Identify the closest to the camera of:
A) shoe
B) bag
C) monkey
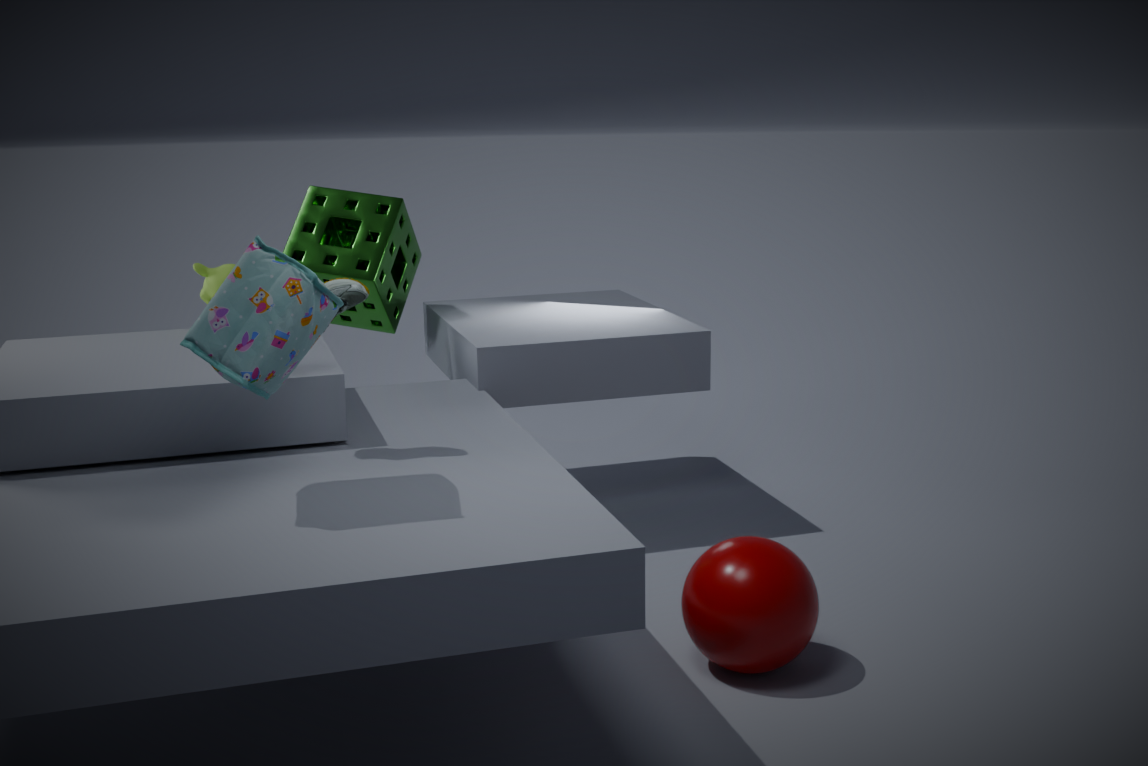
bag
